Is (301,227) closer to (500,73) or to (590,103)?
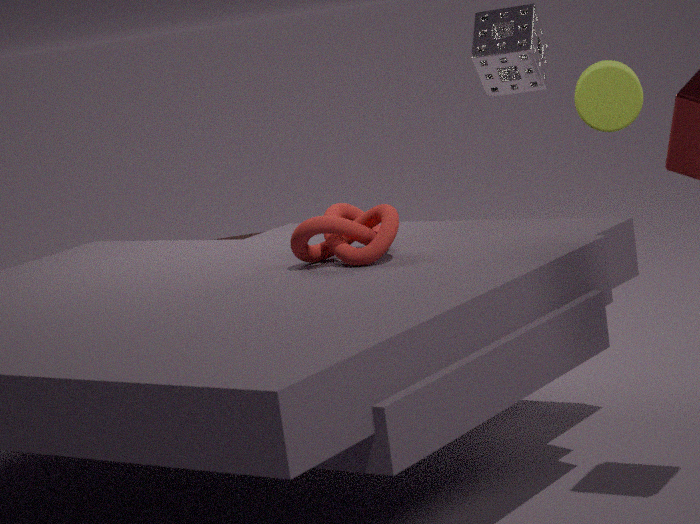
(590,103)
